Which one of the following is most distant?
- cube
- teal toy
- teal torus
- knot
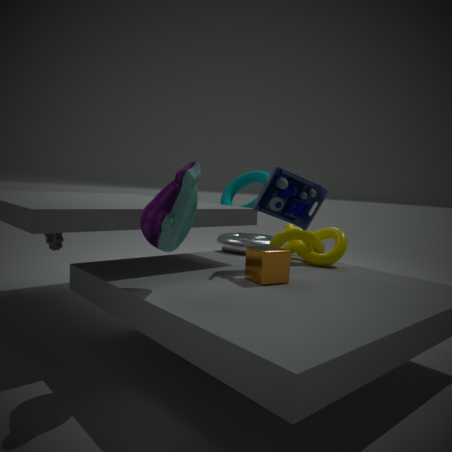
teal torus
